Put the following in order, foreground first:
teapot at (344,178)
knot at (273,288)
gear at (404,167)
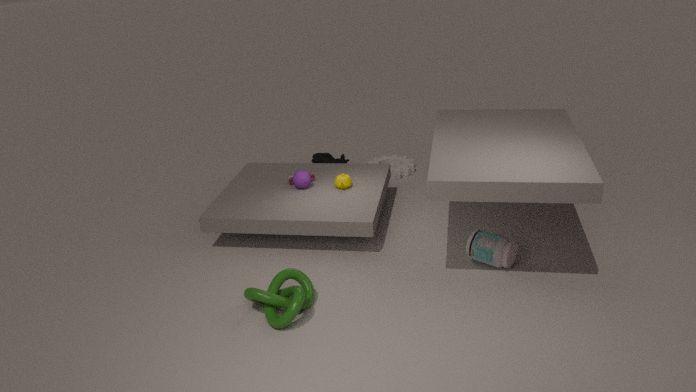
knot at (273,288)
teapot at (344,178)
gear at (404,167)
